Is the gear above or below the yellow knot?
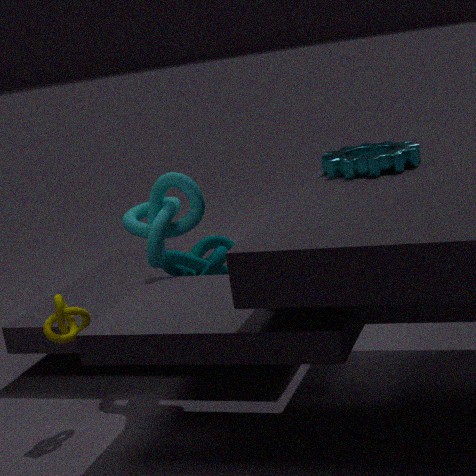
above
